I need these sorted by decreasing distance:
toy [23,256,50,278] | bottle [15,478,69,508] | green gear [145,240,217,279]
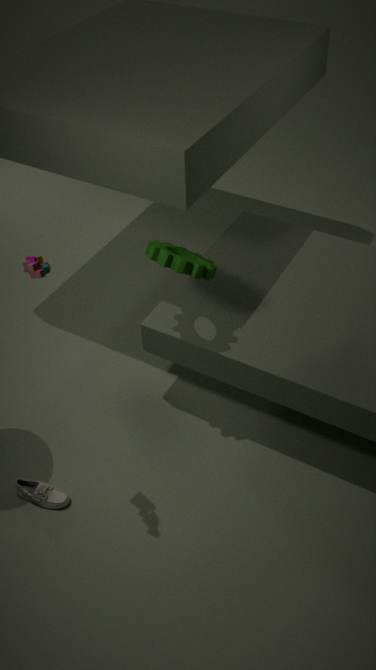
bottle [15,478,69,508]
green gear [145,240,217,279]
toy [23,256,50,278]
